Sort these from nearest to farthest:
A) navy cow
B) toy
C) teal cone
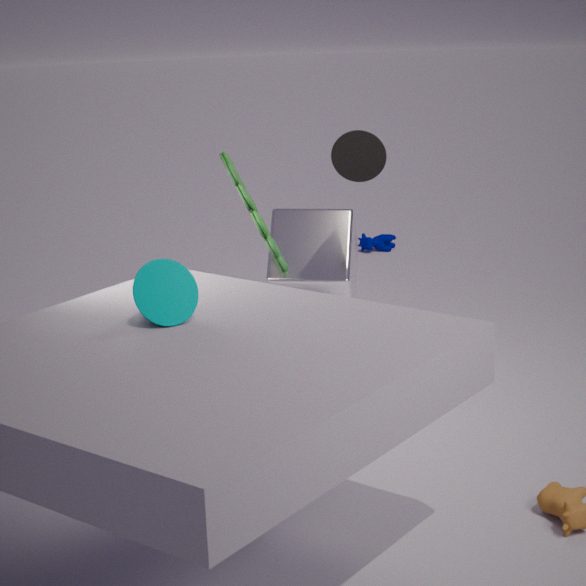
teal cone
toy
navy cow
